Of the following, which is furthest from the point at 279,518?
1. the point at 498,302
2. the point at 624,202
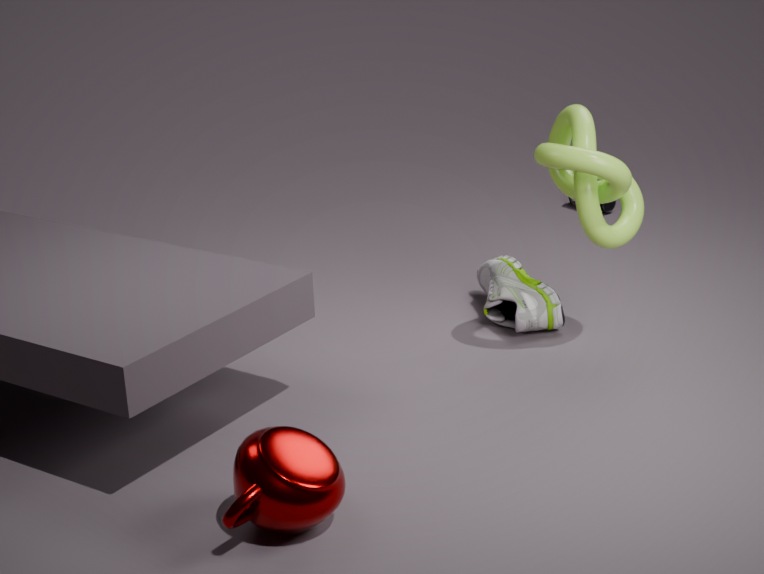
the point at 498,302
